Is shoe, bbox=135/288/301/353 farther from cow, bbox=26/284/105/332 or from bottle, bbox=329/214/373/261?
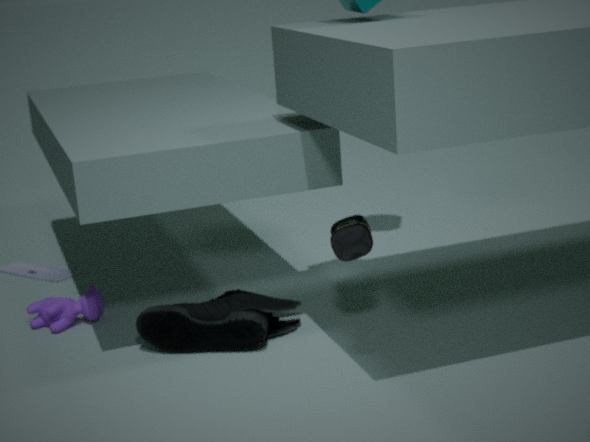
cow, bbox=26/284/105/332
